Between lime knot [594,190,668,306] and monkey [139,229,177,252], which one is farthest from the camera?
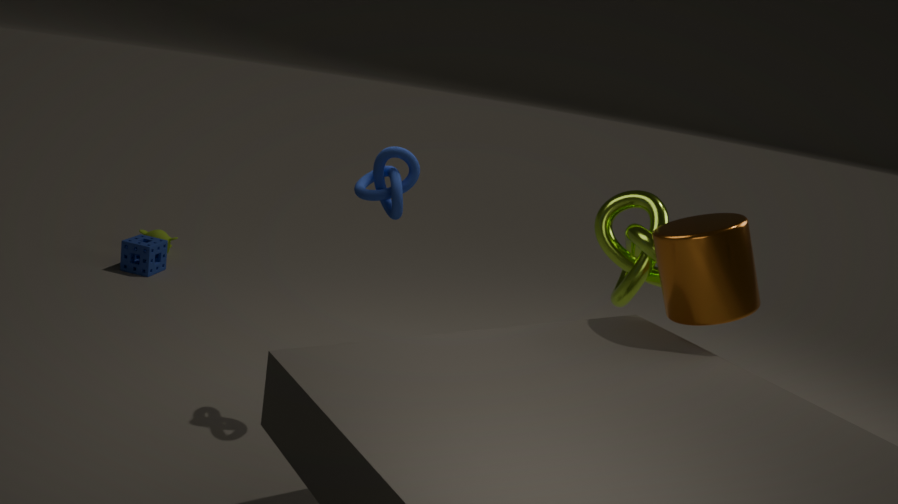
monkey [139,229,177,252]
